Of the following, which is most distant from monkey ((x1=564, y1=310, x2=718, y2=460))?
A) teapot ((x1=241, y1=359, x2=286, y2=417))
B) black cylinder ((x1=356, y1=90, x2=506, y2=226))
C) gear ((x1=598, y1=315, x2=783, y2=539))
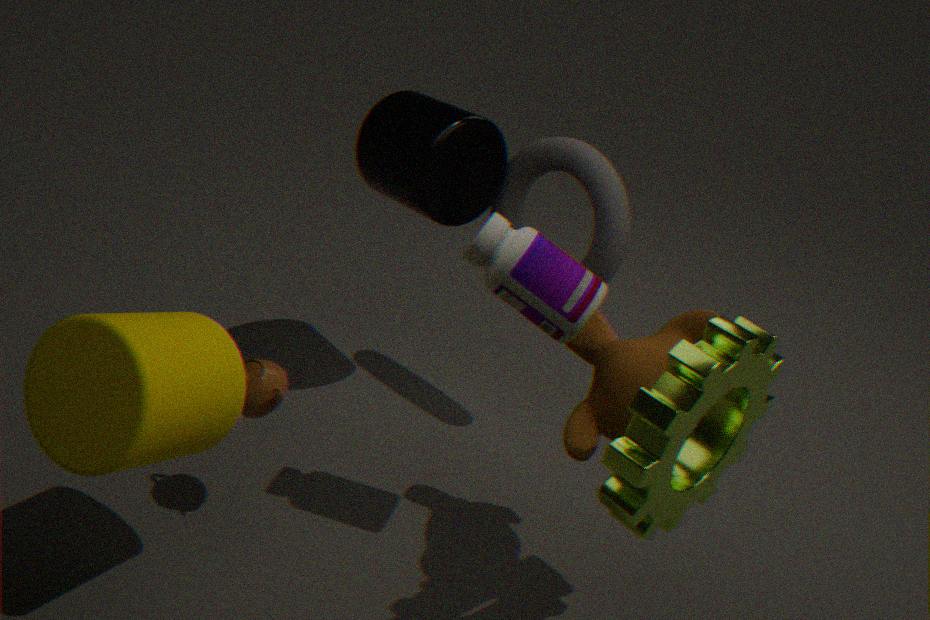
teapot ((x1=241, y1=359, x2=286, y2=417))
